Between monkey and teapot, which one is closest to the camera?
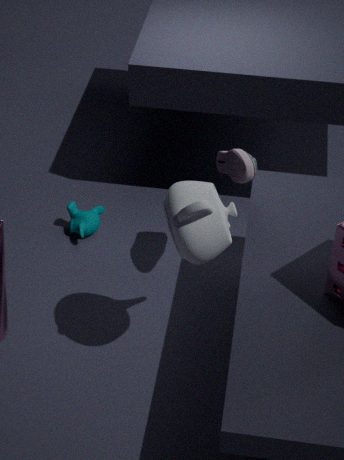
teapot
